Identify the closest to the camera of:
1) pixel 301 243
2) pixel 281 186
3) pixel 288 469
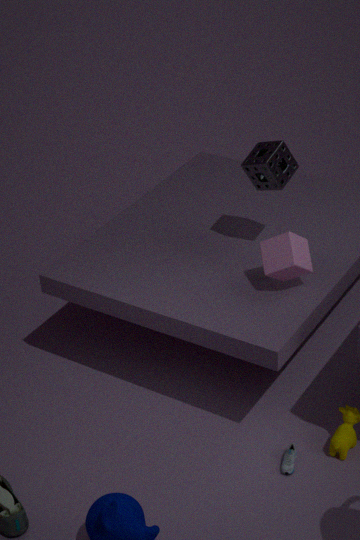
3. pixel 288 469
